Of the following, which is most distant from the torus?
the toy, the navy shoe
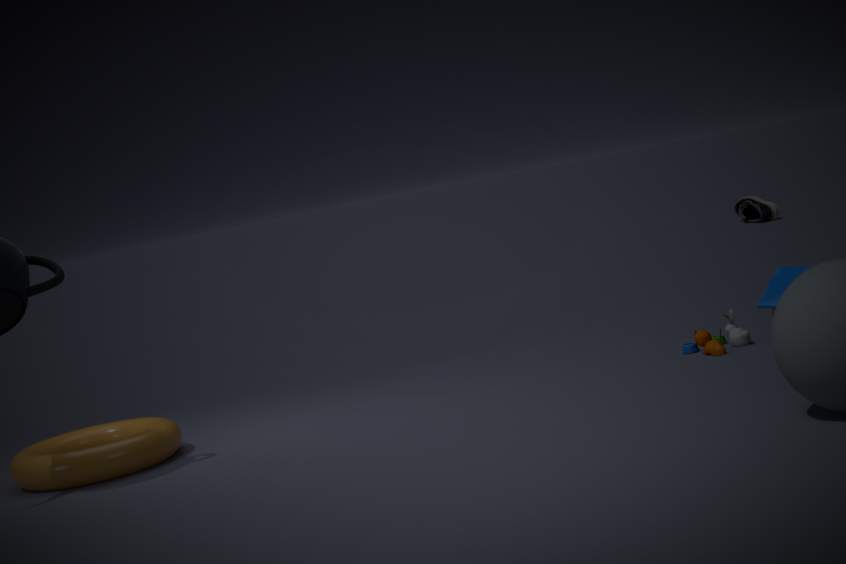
the navy shoe
